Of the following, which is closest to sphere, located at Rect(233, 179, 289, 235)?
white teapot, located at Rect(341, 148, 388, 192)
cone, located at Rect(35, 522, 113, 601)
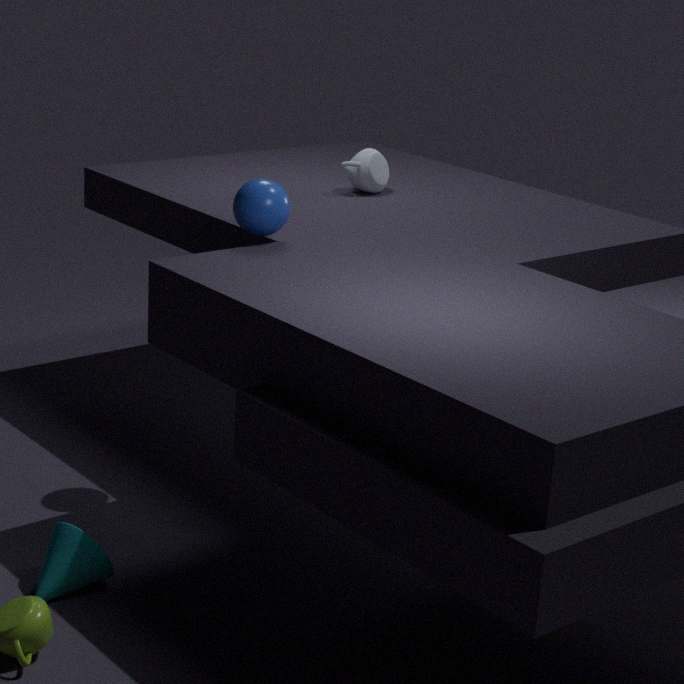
white teapot, located at Rect(341, 148, 388, 192)
